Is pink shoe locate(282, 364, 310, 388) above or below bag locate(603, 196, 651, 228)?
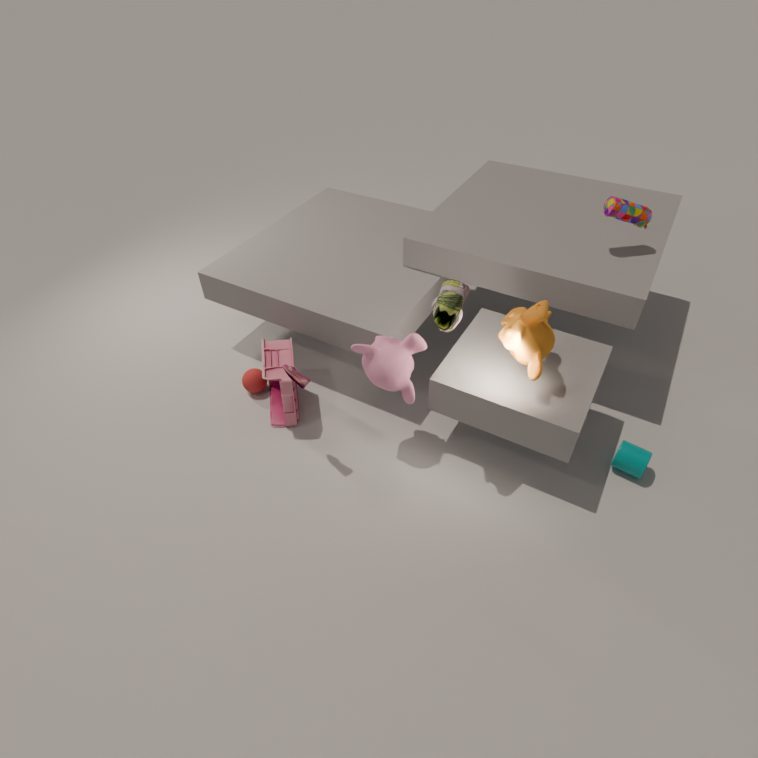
below
